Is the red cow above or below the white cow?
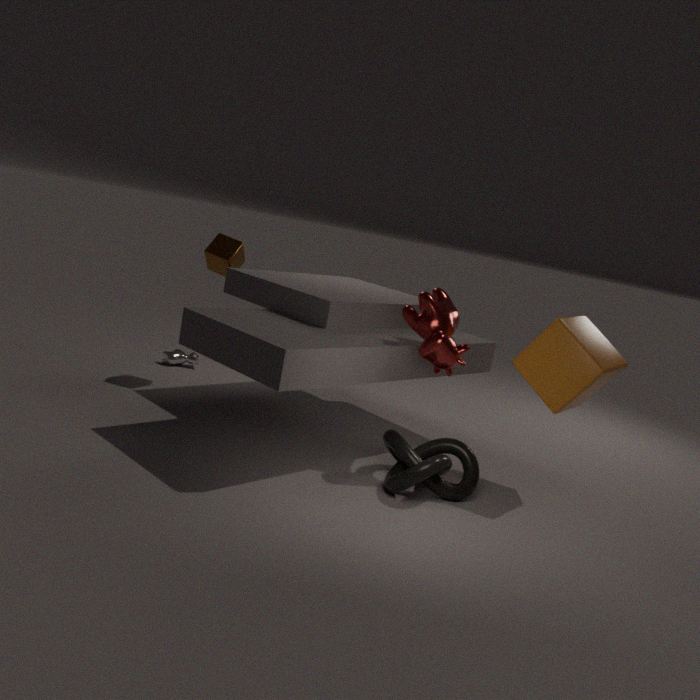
above
